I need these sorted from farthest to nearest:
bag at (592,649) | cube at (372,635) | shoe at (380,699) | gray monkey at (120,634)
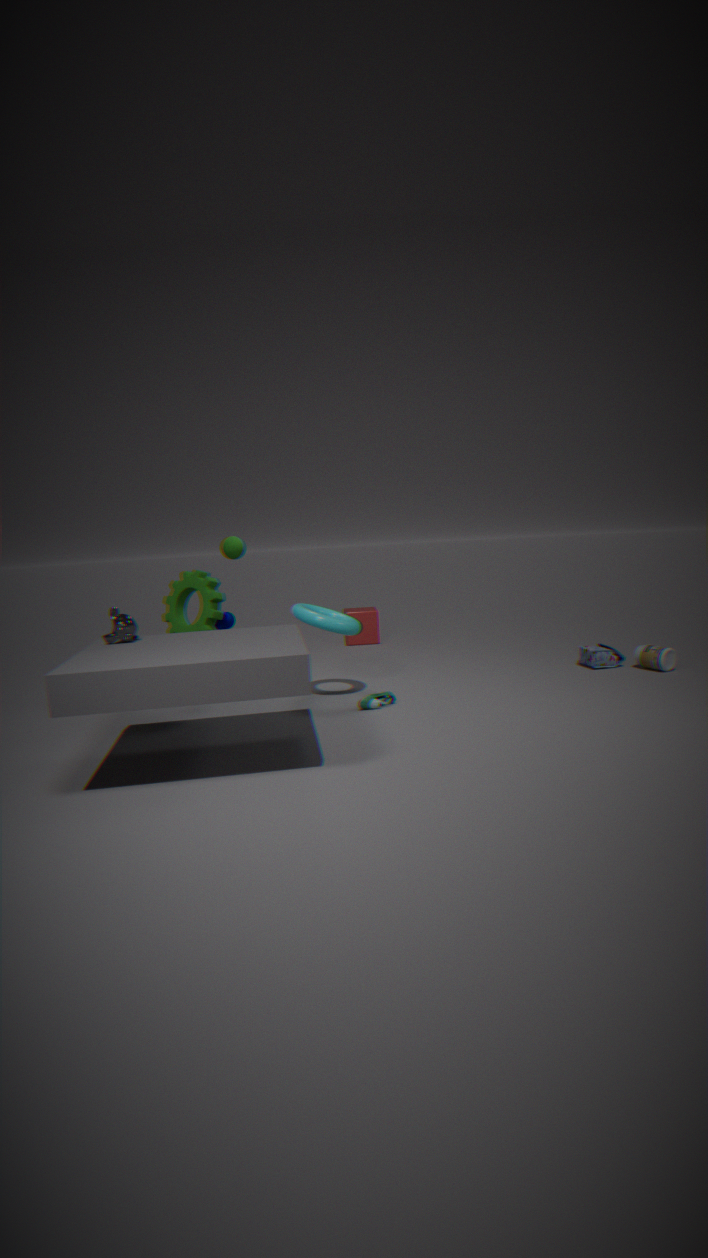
cube at (372,635)
bag at (592,649)
shoe at (380,699)
gray monkey at (120,634)
